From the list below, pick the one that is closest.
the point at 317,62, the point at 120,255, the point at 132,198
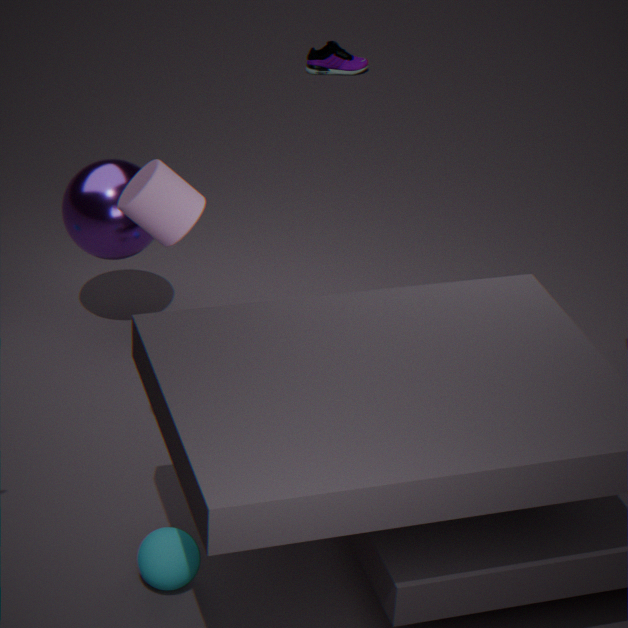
the point at 132,198
